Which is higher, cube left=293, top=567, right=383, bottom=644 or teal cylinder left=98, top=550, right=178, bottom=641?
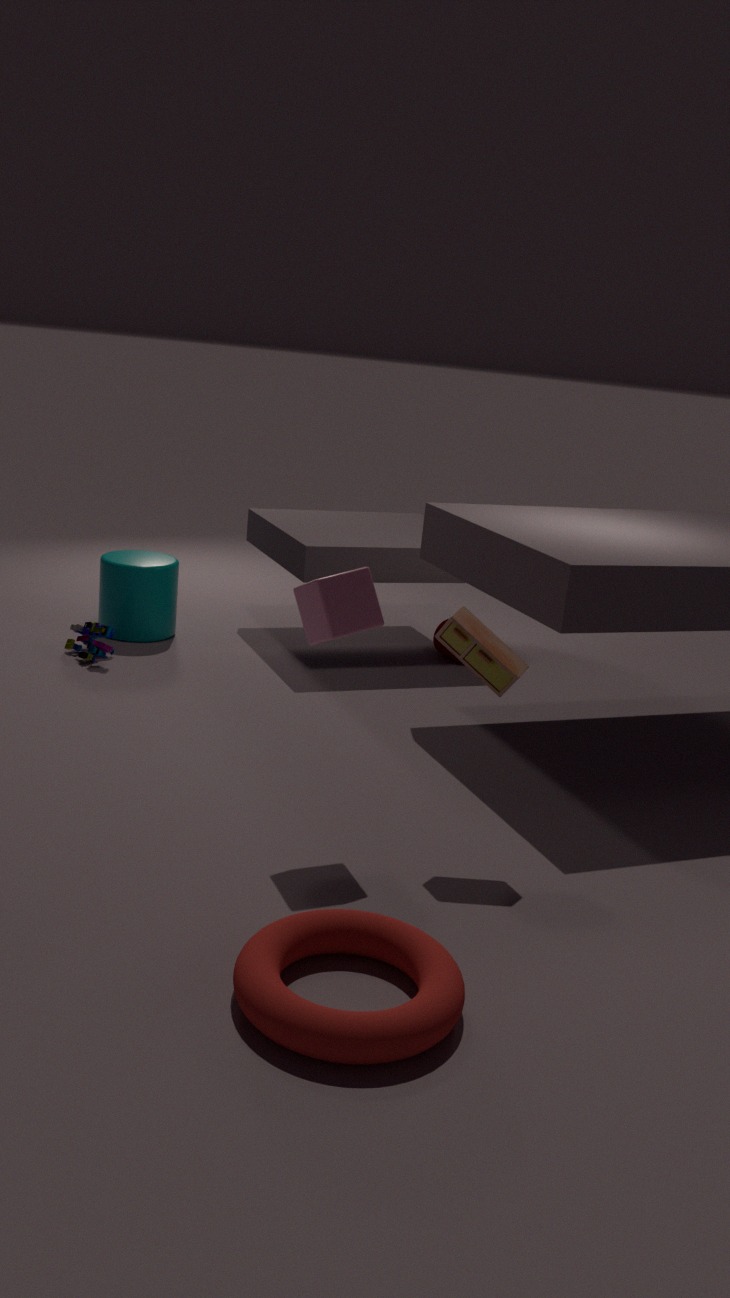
cube left=293, top=567, right=383, bottom=644
